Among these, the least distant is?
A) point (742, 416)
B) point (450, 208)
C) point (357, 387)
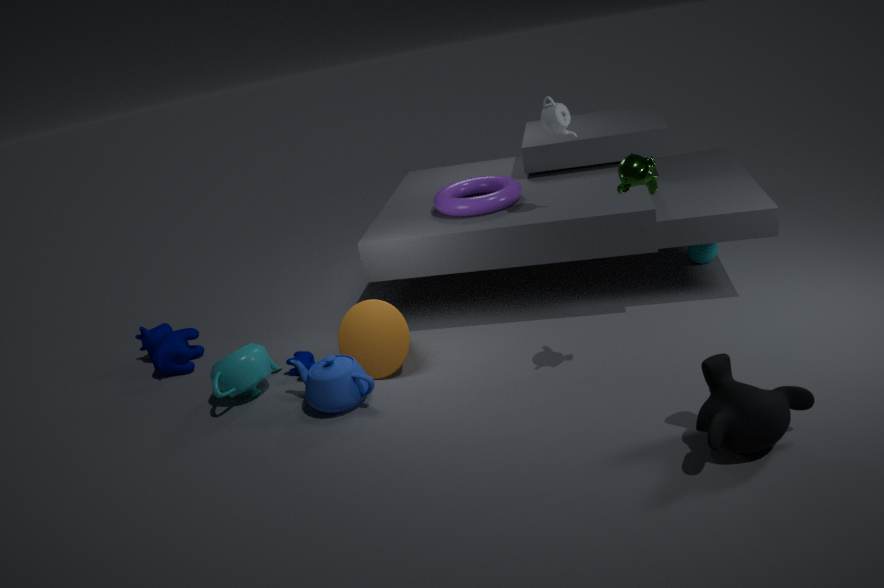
point (742, 416)
